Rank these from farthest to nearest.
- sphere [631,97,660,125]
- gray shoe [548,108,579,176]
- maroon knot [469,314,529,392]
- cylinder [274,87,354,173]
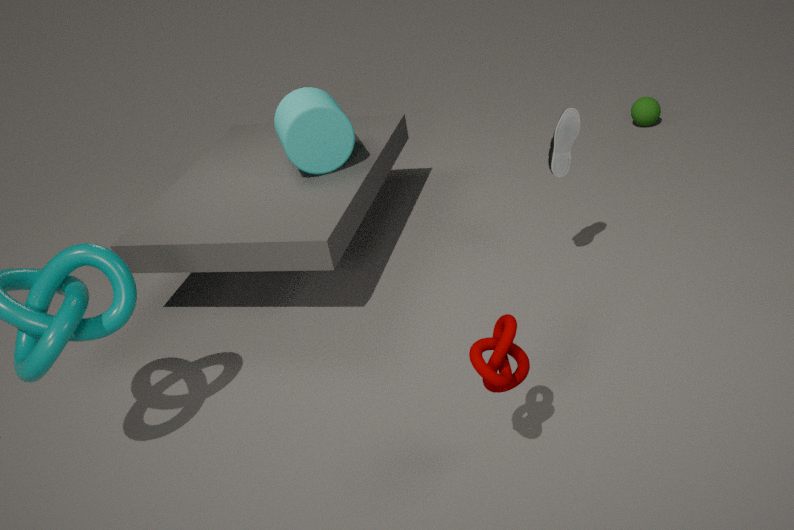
sphere [631,97,660,125], cylinder [274,87,354,173], gray shoe [548,108,579,176], maroon knot [469,314,529,392]
